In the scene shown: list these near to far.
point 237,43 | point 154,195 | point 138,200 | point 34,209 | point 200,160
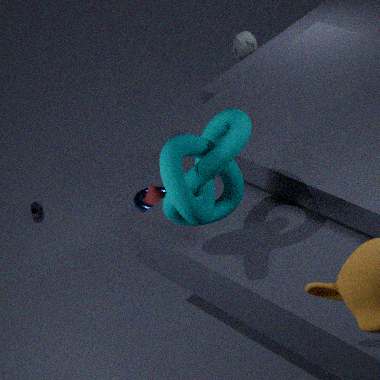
point 200,160 < point 154,195 < point 138,200 < point 237,43 < point 34,209
